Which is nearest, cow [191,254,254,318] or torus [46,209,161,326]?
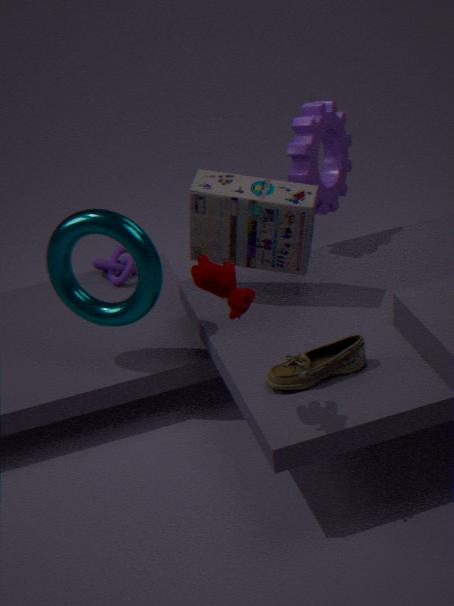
cow [191,254,254,318]
